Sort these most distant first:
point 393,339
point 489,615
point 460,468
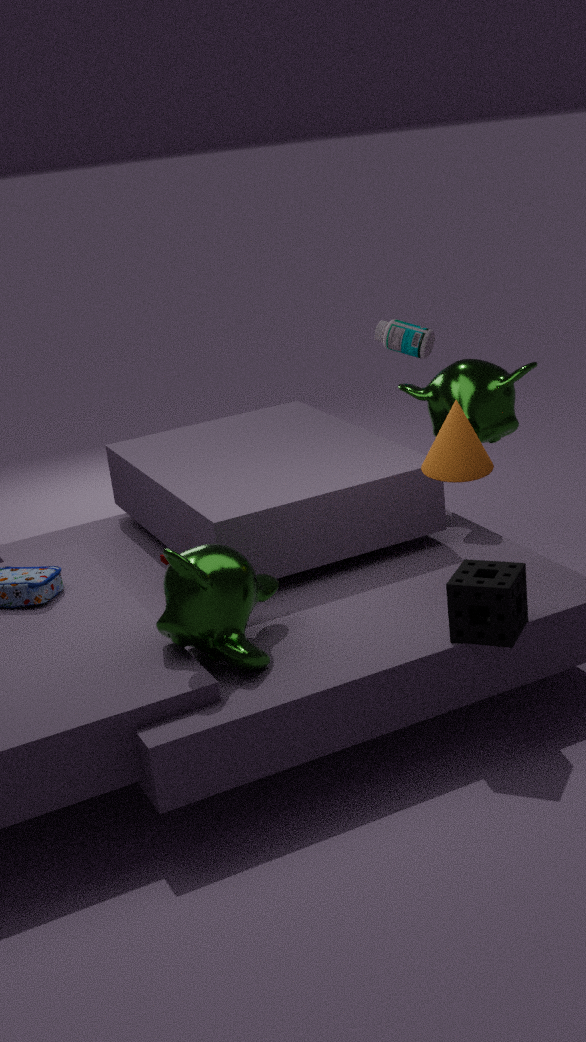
point 393,339 → point 460,468 → point 489,615
